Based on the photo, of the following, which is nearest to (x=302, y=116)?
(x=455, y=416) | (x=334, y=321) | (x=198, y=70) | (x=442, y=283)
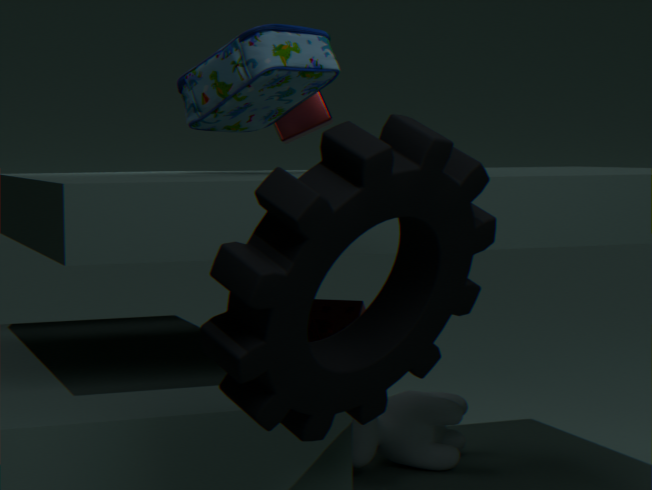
(x=455, y=416)
